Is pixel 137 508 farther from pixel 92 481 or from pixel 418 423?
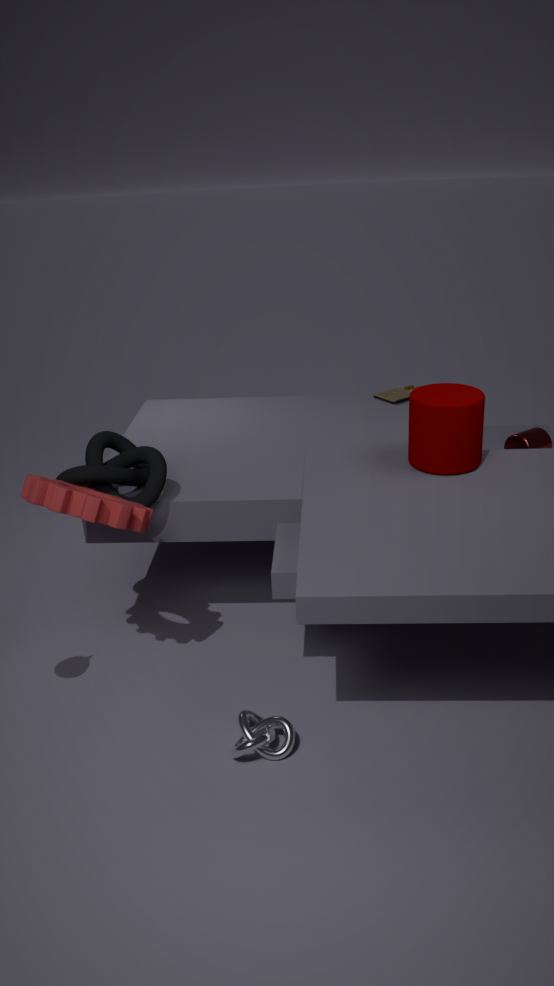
pixel 418 423
